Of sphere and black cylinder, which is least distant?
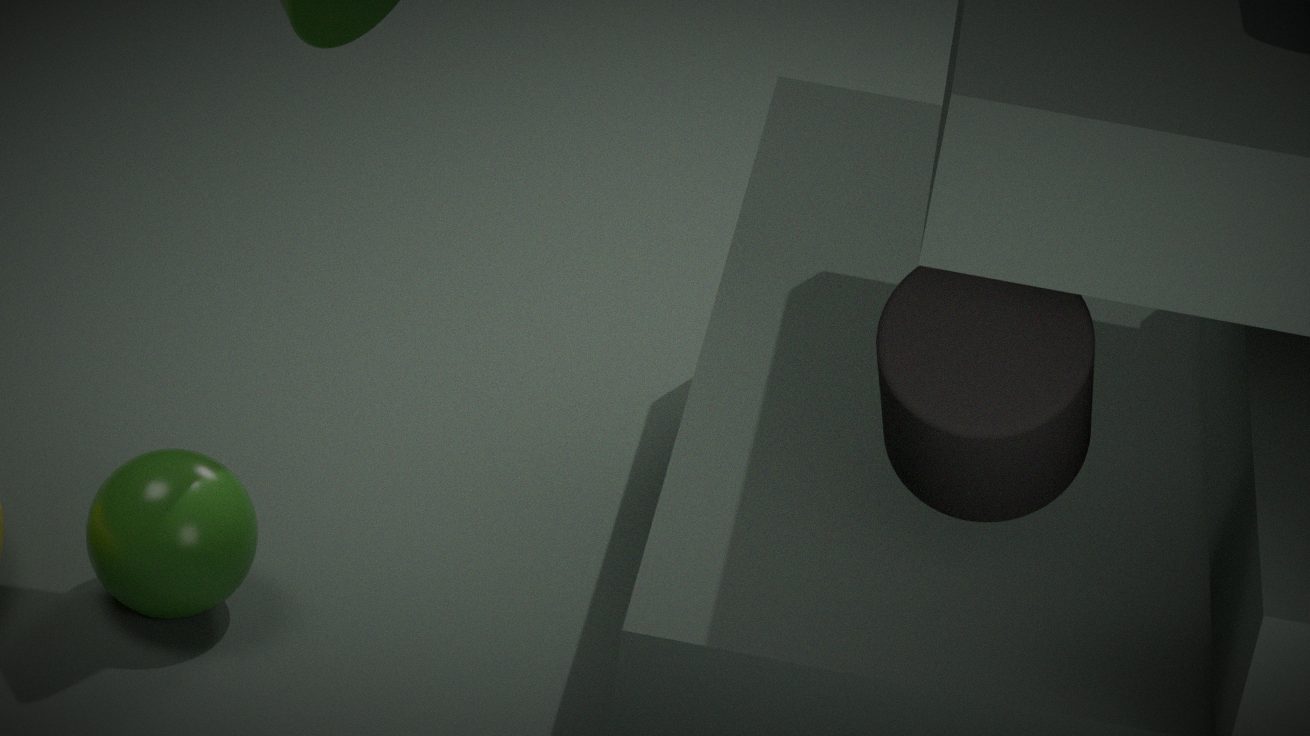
black cylinder
